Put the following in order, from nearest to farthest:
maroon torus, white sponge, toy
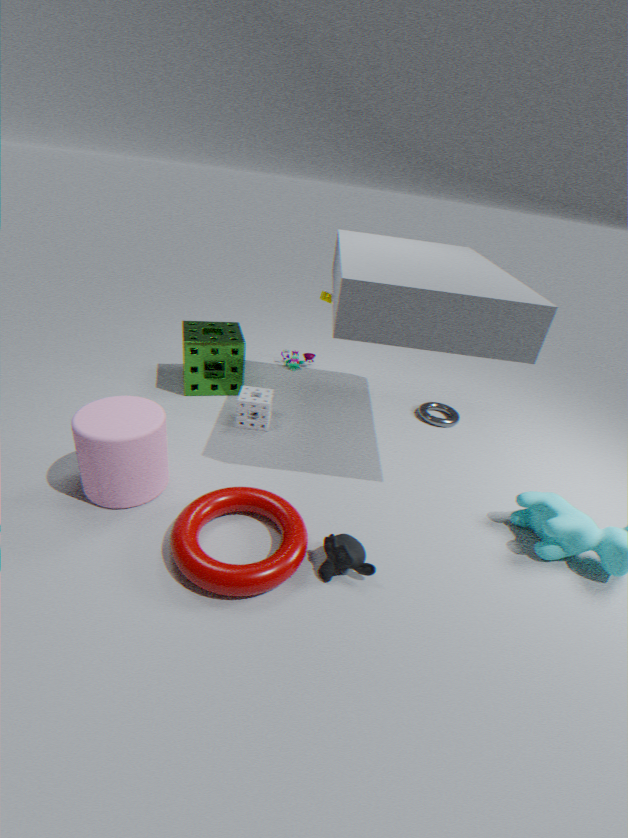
maroon torus → white sponge → toy
